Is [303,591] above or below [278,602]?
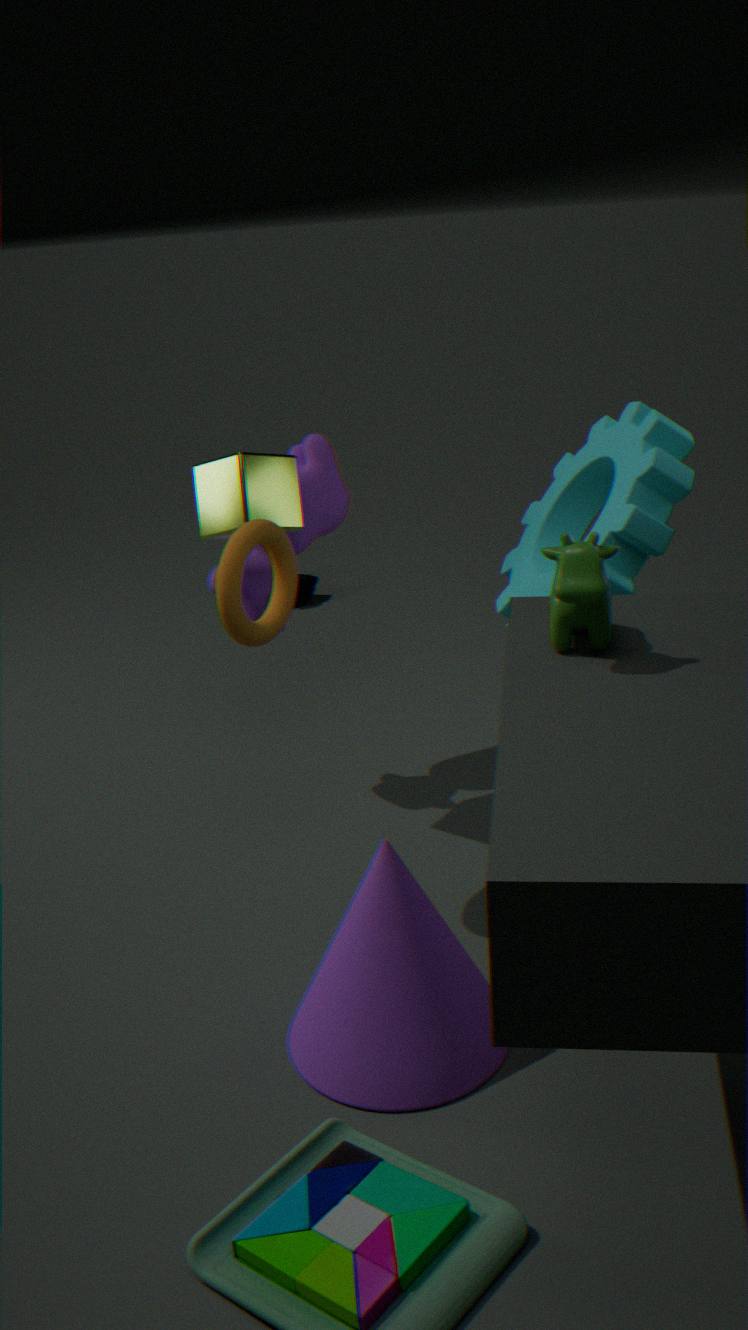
below
